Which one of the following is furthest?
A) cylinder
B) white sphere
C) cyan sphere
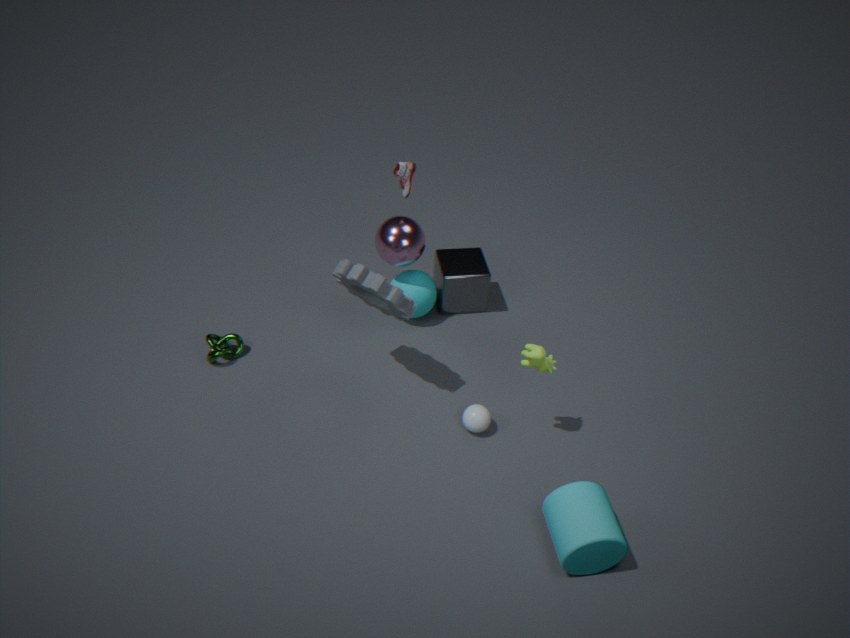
cyan sphere
